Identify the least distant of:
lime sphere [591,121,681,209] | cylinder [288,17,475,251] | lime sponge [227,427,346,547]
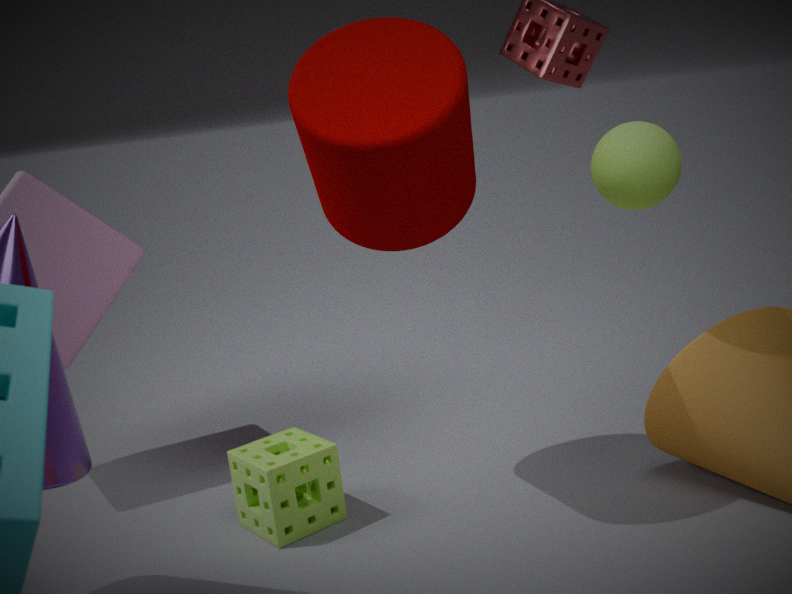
cylinder [288,17,475,251]
